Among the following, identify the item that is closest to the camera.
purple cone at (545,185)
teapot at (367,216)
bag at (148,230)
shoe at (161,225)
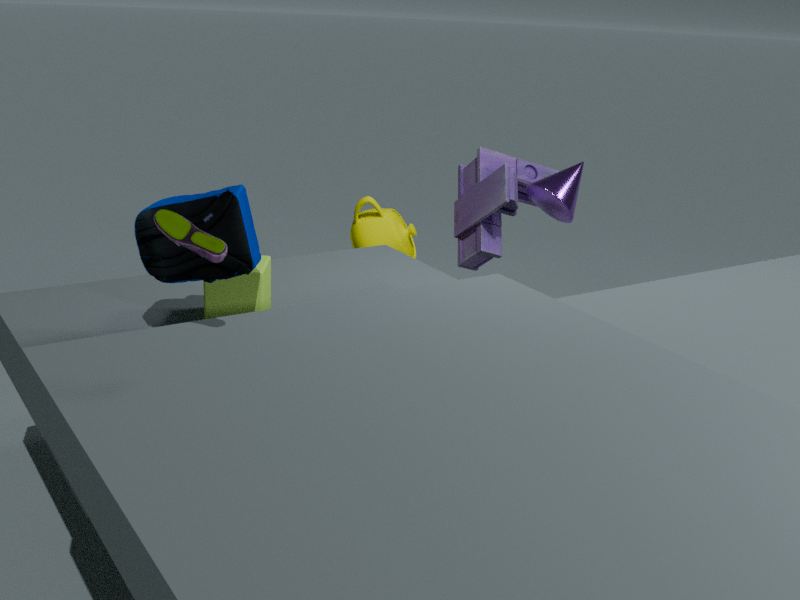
shoe at (161,225)
